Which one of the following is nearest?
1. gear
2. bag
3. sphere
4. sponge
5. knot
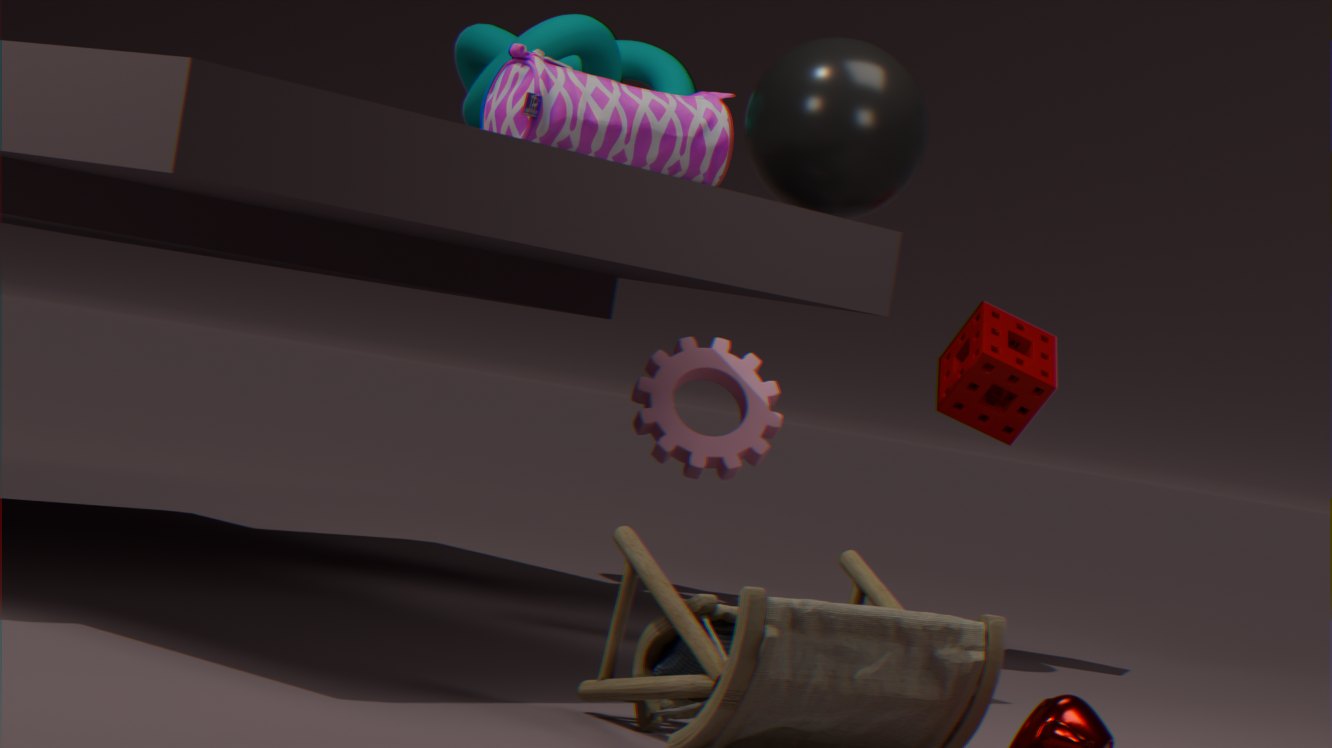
bag
